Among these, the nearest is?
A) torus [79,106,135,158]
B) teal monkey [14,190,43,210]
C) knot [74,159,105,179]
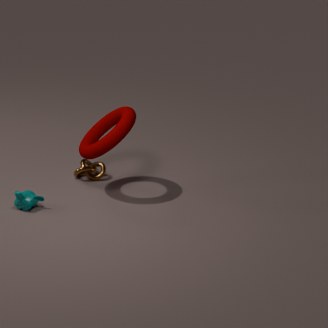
teal monkey [14,190,43,210]
